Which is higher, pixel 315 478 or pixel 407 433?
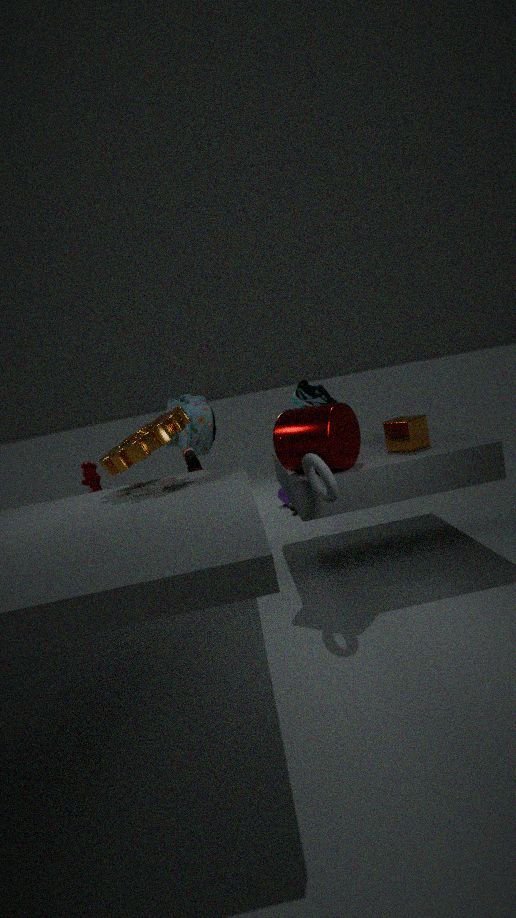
pixel 407 433
